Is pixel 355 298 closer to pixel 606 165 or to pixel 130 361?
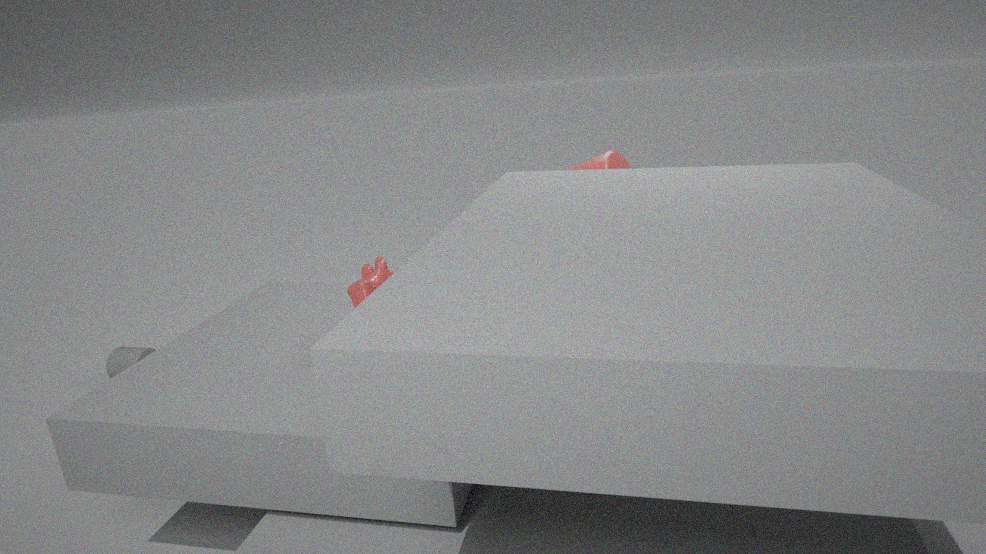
pixel 606 165
